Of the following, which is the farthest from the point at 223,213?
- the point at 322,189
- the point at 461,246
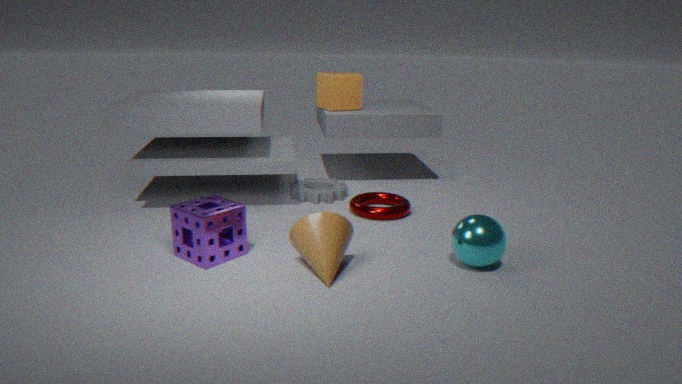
the point at 461,246
